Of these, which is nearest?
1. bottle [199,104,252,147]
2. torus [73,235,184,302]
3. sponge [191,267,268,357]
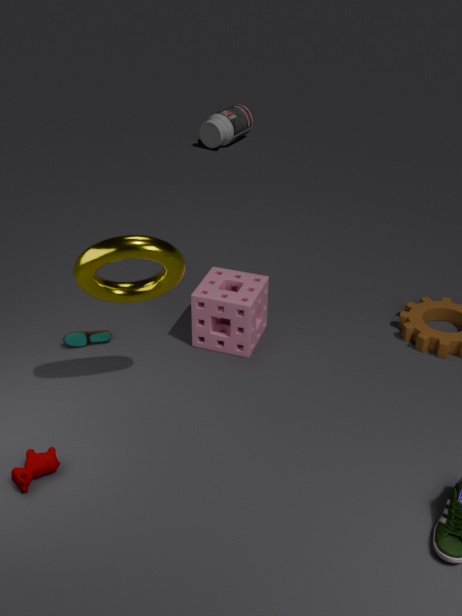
torus [73,235,184,302]
